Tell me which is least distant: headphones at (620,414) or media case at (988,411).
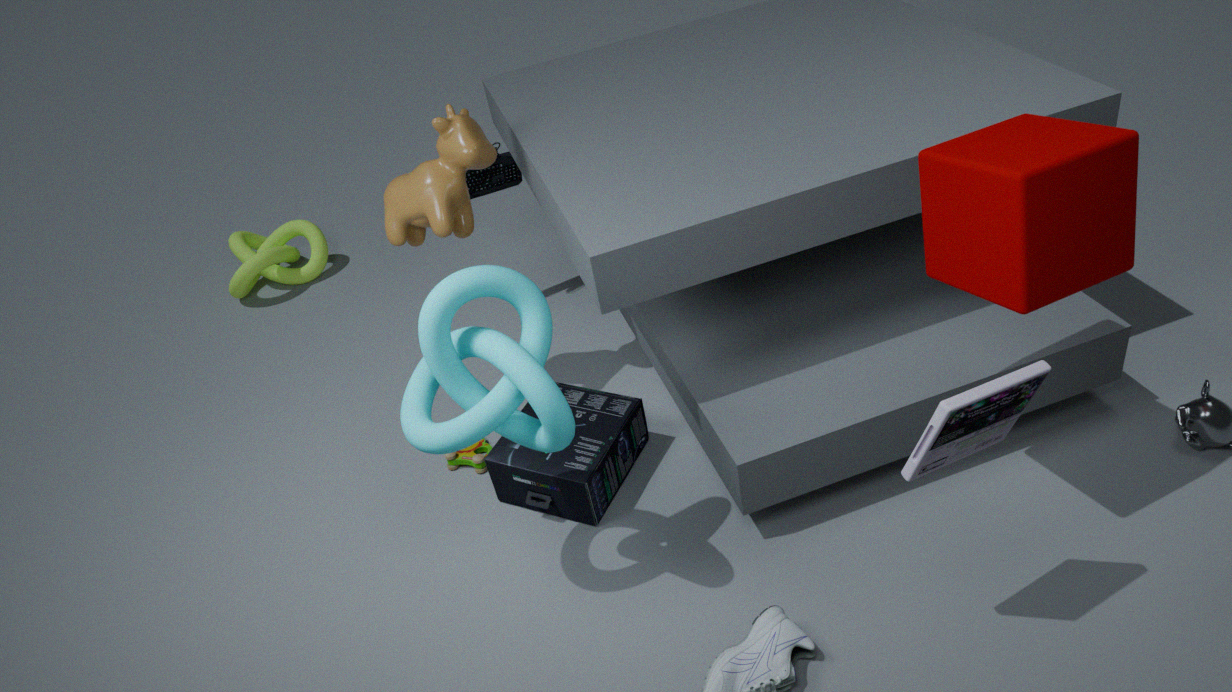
media case at (988,411)
